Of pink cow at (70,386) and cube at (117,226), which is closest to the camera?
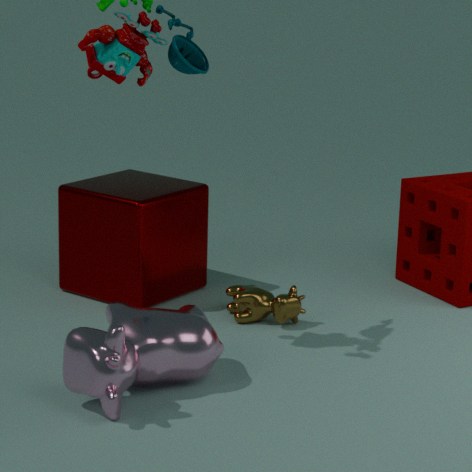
→ pink cow at (70,386)
